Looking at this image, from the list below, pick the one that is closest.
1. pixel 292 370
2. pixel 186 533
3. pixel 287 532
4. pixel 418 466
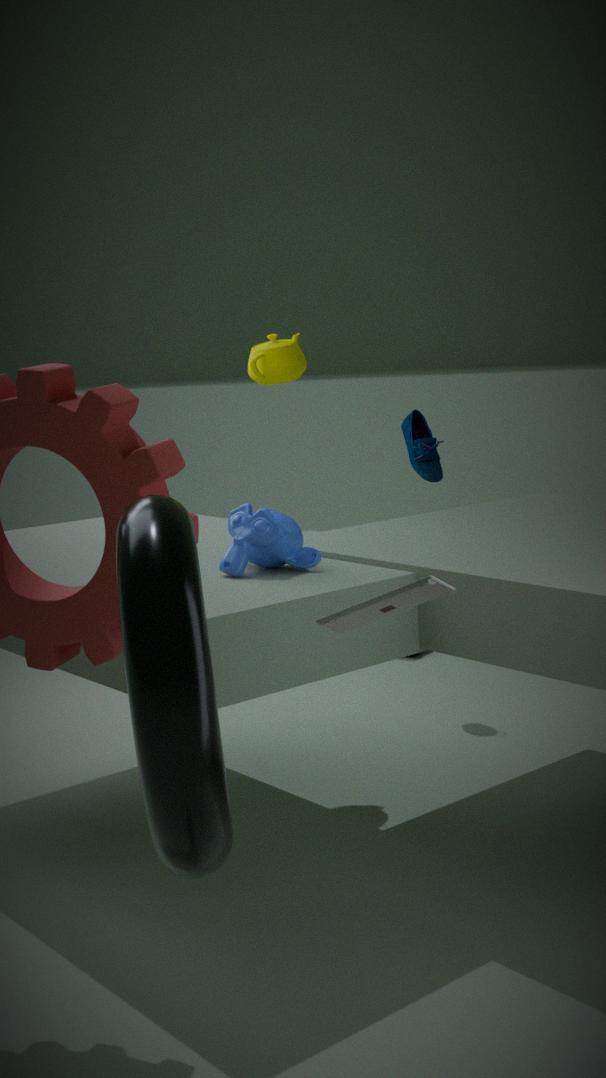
pixel 186 533
